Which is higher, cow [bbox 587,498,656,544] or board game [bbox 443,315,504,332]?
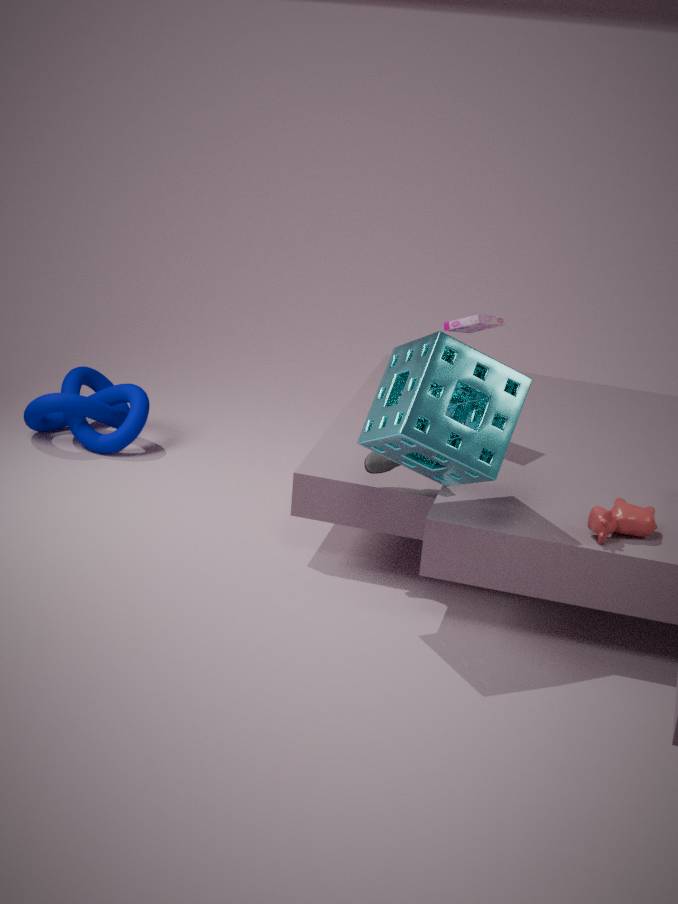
board game [bbox 443,315,504,332]
